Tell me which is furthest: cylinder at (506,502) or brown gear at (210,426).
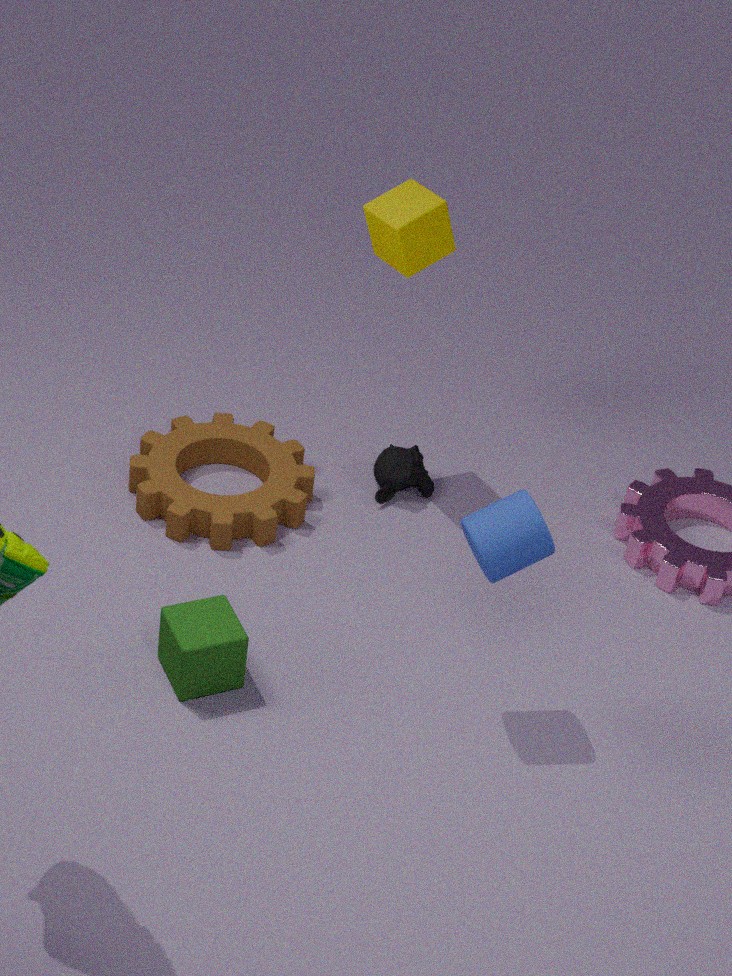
brown gear at (210,426)
